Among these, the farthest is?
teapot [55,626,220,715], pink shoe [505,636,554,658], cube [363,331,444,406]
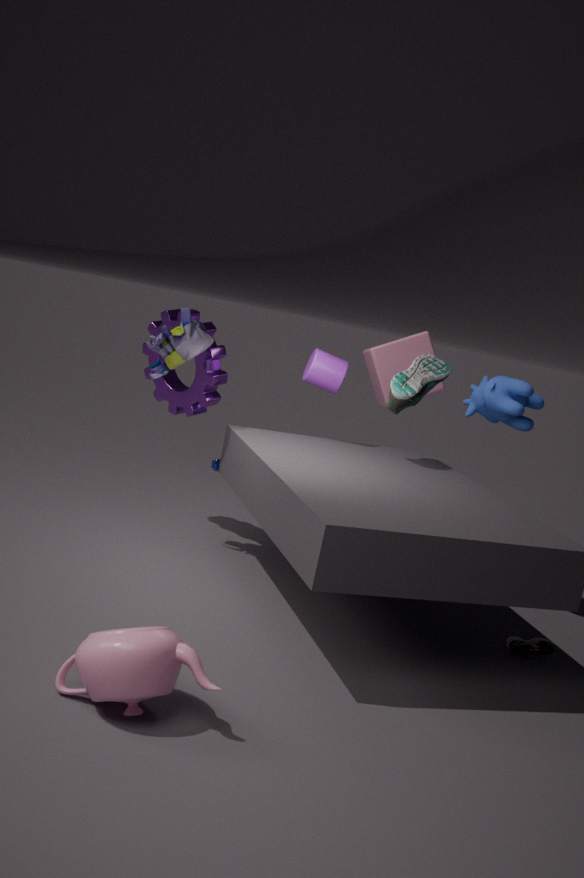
cube [363,331,444,406]
